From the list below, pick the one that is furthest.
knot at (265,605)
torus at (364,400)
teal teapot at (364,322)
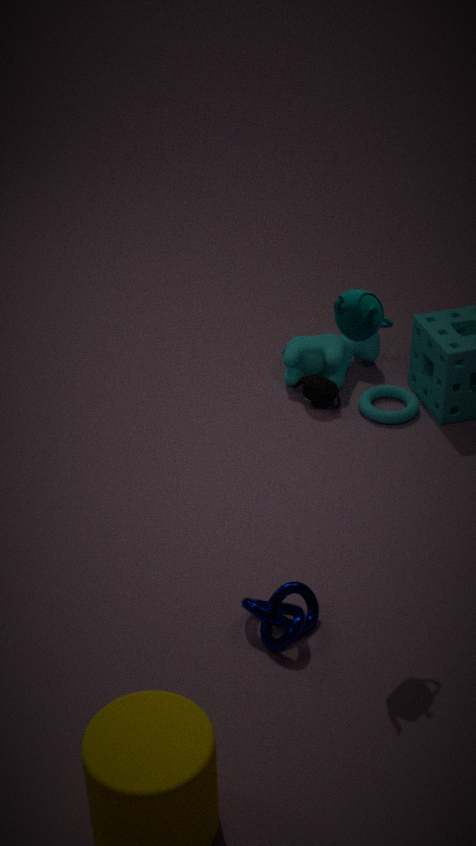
torus at (364,400)
